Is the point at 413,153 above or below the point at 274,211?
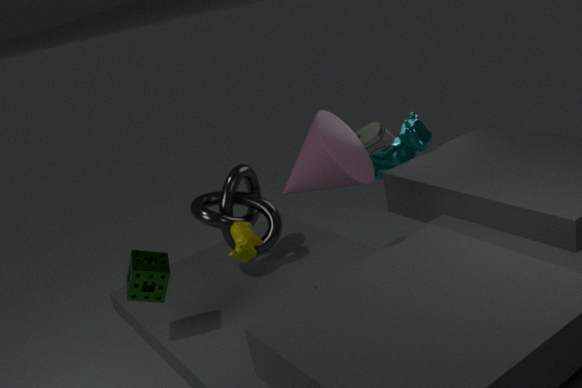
above
